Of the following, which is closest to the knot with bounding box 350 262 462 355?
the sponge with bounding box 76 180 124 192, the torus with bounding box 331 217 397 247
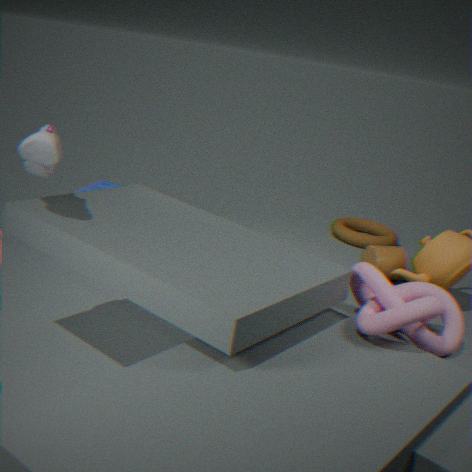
the sponge with bounding box 76 180 124 192
